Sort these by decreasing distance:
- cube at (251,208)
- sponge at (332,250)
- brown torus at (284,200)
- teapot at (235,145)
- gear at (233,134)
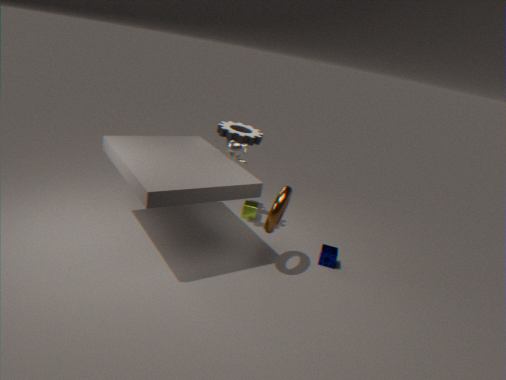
cube at (251,208) → teapot at (235,145) → gear at (233,134) → sponge at (332,250) → brown torus at (284,200)
